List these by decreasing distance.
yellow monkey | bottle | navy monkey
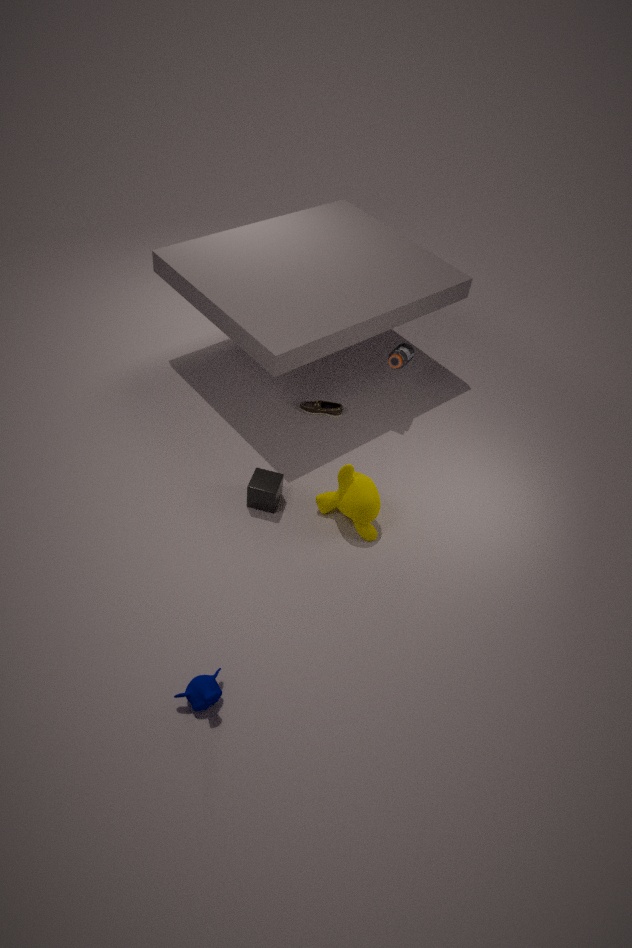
bottle, yellow monkey, navy monkey
